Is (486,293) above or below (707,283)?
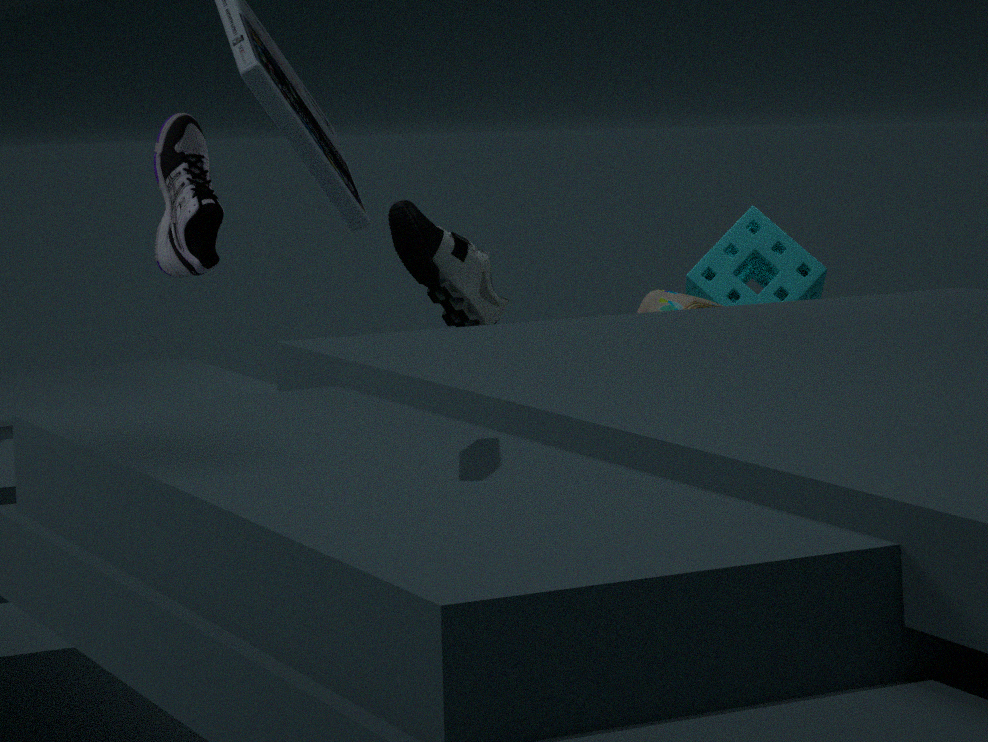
above
